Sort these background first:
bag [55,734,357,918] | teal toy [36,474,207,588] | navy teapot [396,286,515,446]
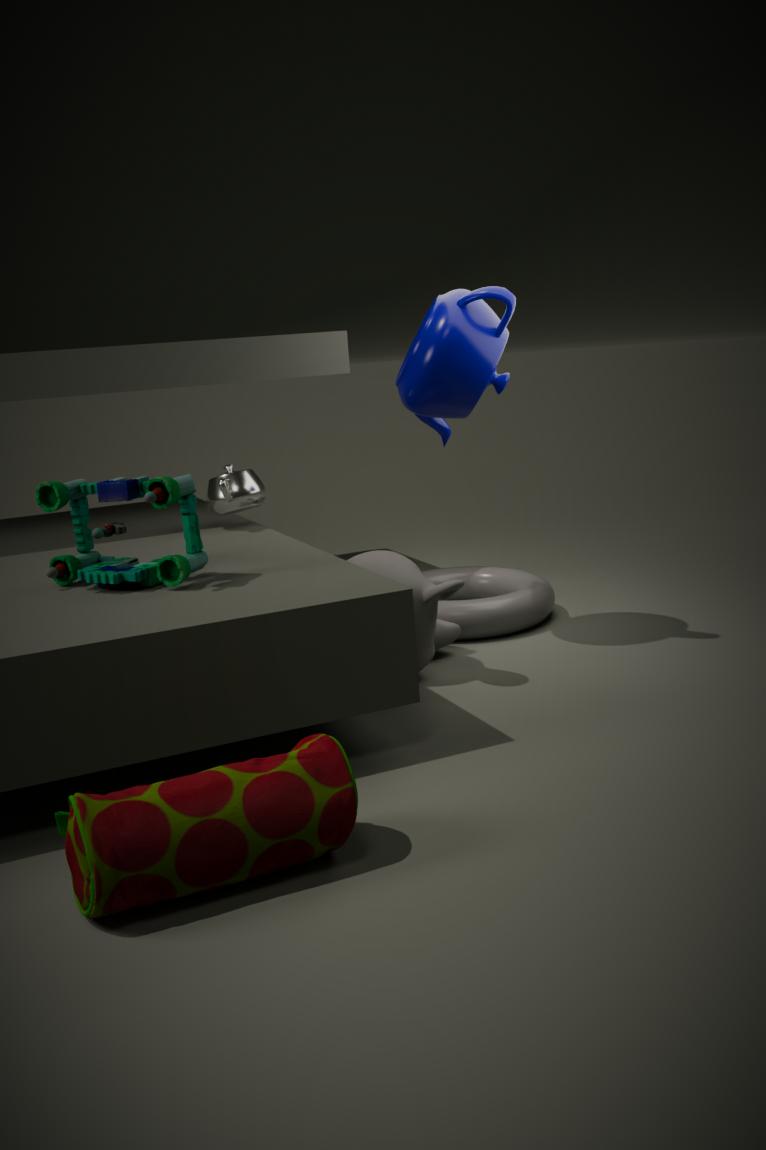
1. navy teapot [396,286,515,446]
2. teal toy [36,474,207,588]
3. bag [55,734,357,918]
